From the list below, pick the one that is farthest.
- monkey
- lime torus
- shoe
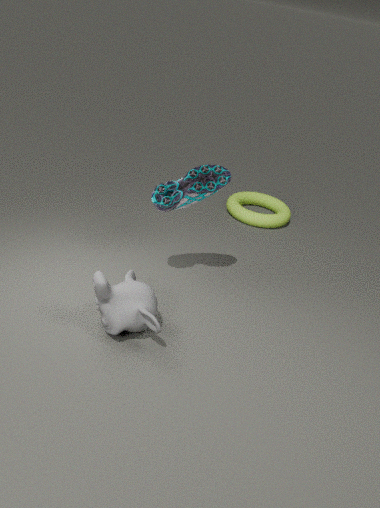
lime torus
